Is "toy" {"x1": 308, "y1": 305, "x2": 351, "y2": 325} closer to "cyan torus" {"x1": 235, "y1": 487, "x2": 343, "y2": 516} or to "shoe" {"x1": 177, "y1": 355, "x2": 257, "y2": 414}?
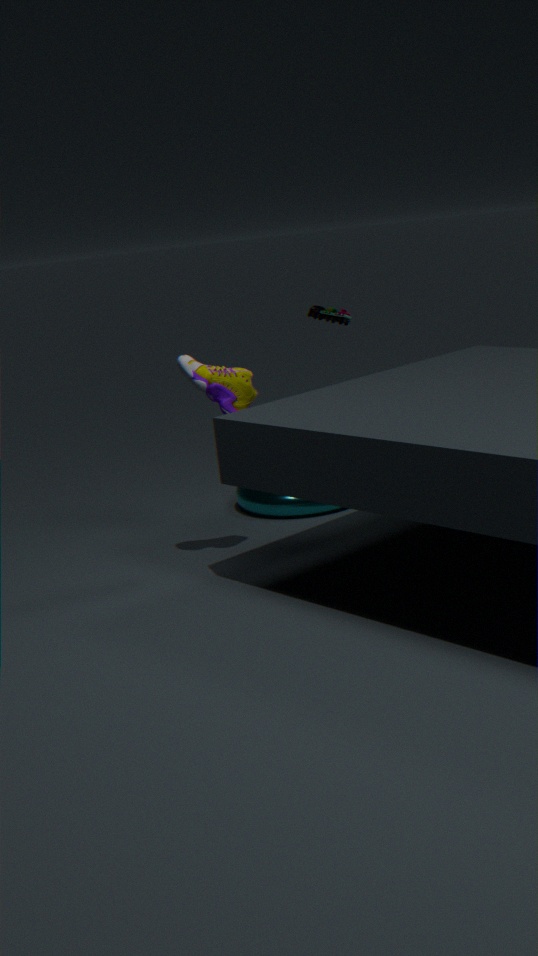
"shoe" {"x1": 177, "y1": 355, "x2": 257, "y2": 414}
